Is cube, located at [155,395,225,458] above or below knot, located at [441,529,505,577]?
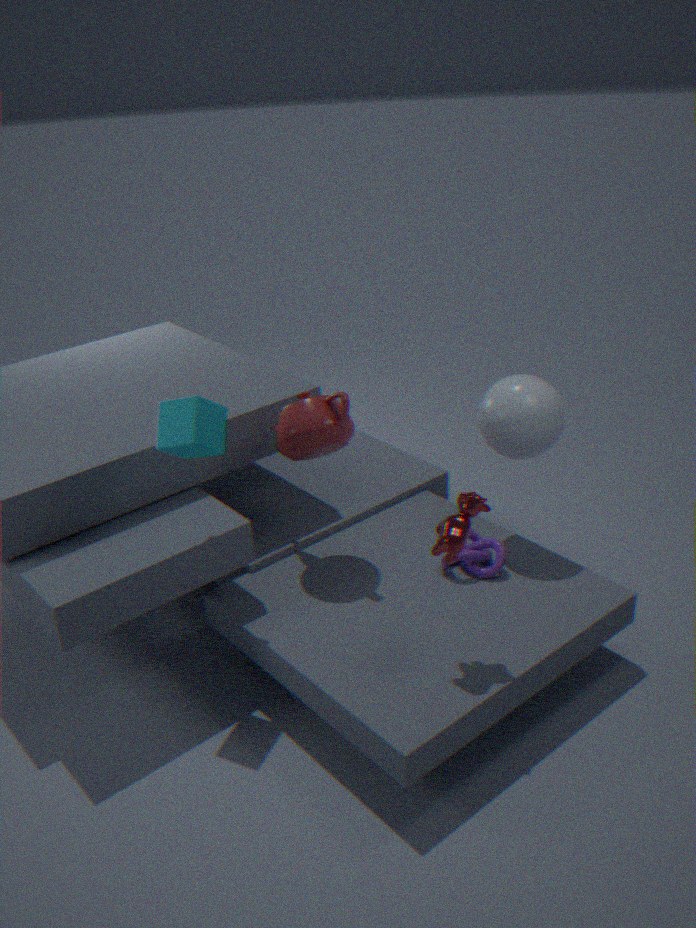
above
